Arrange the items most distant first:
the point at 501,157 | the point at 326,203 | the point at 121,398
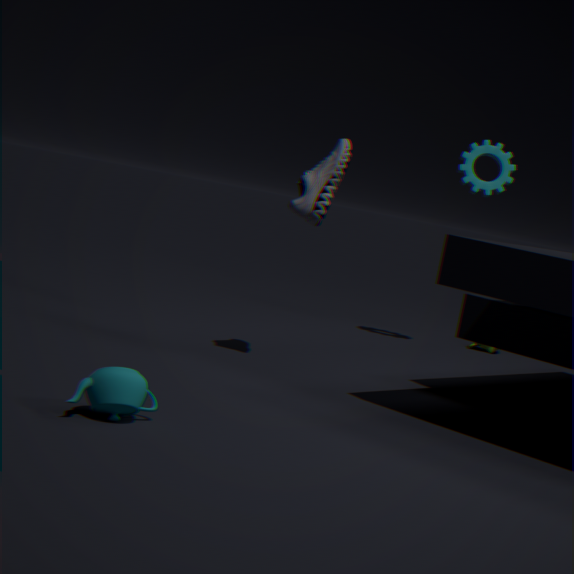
the point at 501,157 < the point at 326,203 < the point at 121,398
